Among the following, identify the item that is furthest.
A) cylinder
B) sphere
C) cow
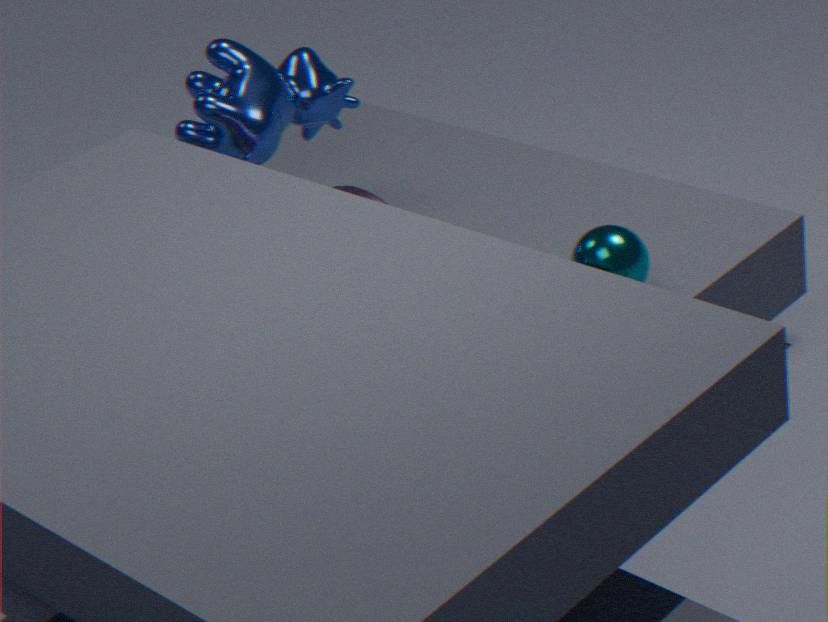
cow
